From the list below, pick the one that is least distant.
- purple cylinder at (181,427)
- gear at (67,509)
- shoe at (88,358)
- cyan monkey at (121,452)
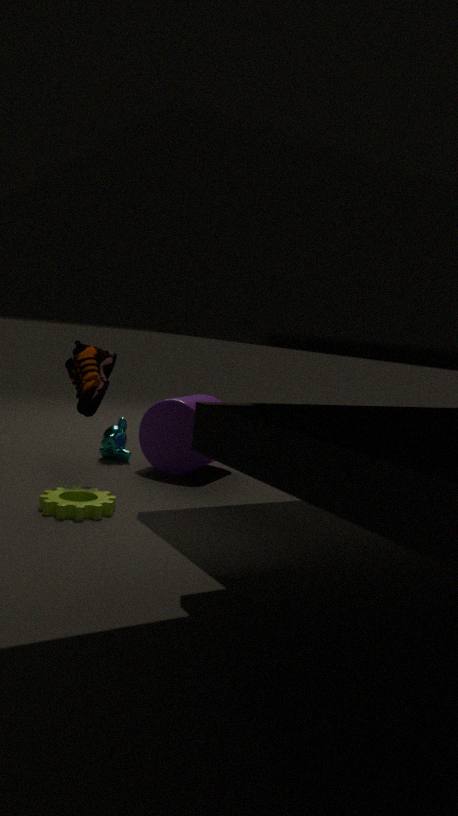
gear at (67,509)
